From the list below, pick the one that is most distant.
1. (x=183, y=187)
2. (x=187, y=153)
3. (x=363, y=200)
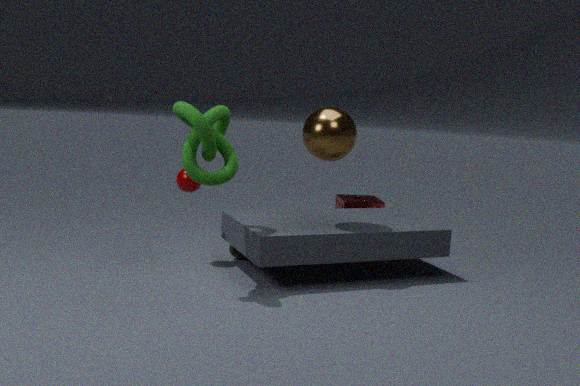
(x=363, y=200)
